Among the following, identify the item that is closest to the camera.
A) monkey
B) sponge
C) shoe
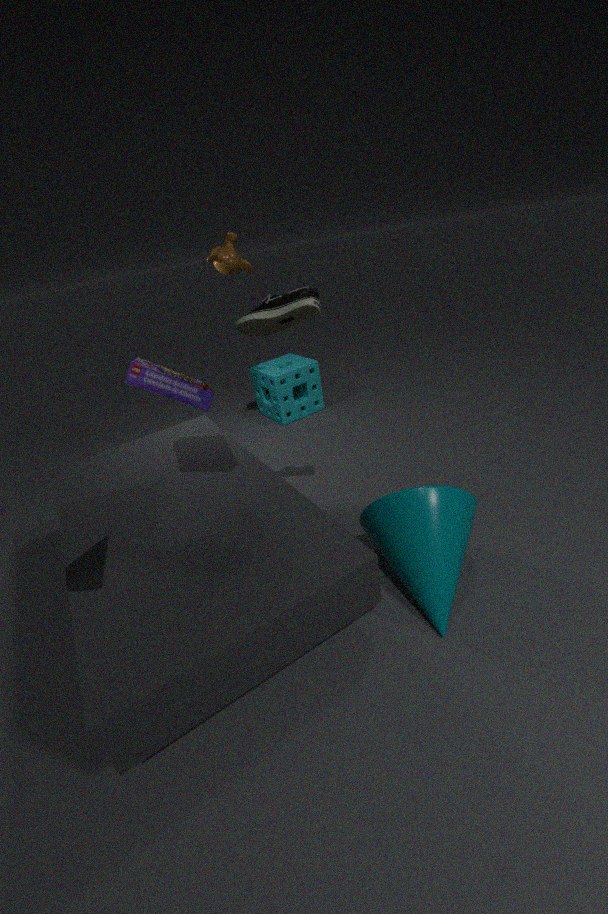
shoe
